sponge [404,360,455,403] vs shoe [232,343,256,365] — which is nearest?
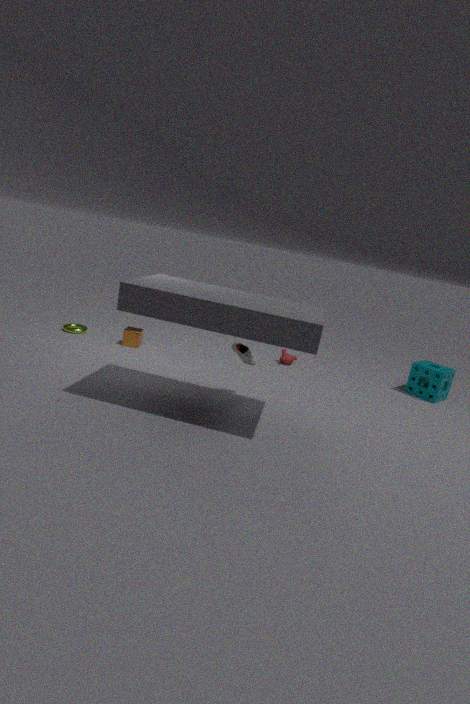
shoe [232,343,256,365]
